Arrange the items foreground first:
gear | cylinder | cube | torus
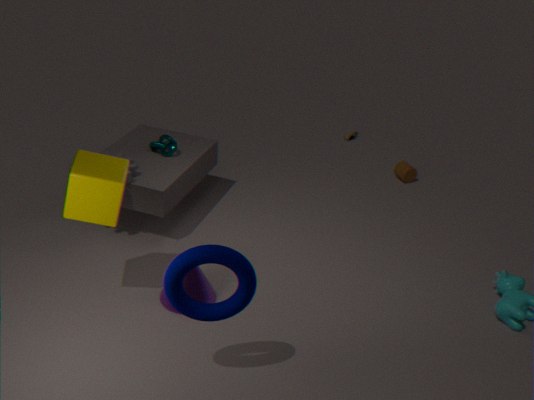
torus
cube
gear
cylinder
